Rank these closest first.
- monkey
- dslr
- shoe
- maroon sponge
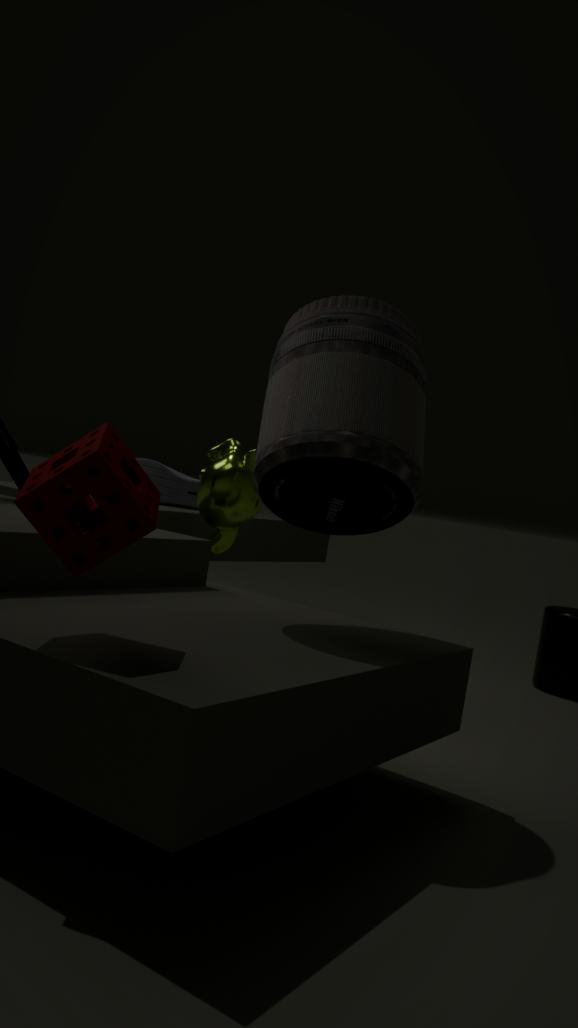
1. maroon sponge
2. dslr
3. monkey
4. shoe
